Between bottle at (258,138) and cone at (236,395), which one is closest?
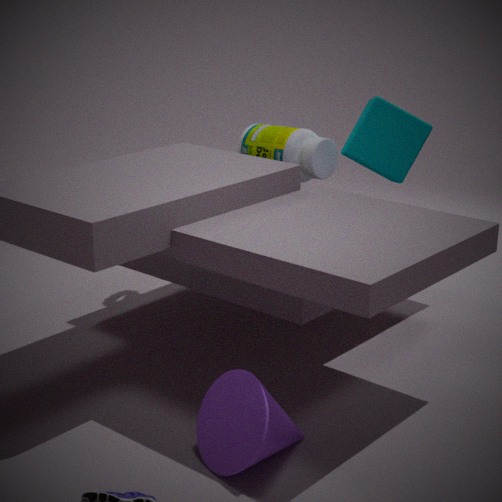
cone at (236,395)
